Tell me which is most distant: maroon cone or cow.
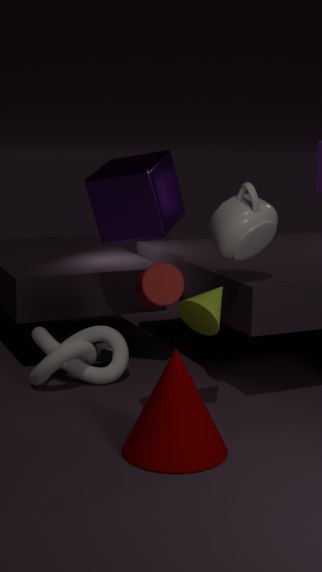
cow
